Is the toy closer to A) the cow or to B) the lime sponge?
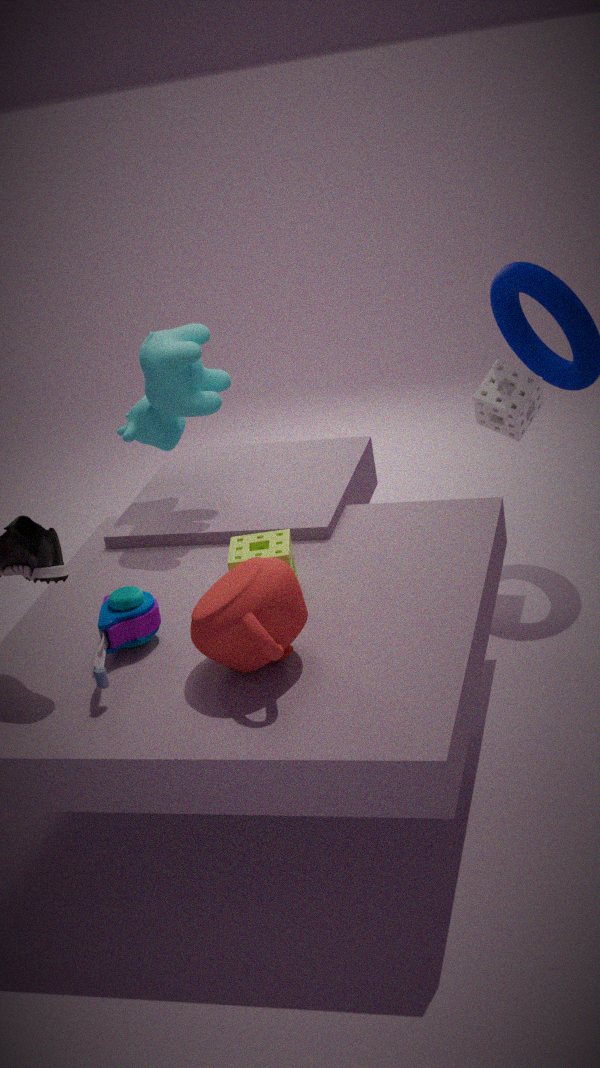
B) the lime sponge
